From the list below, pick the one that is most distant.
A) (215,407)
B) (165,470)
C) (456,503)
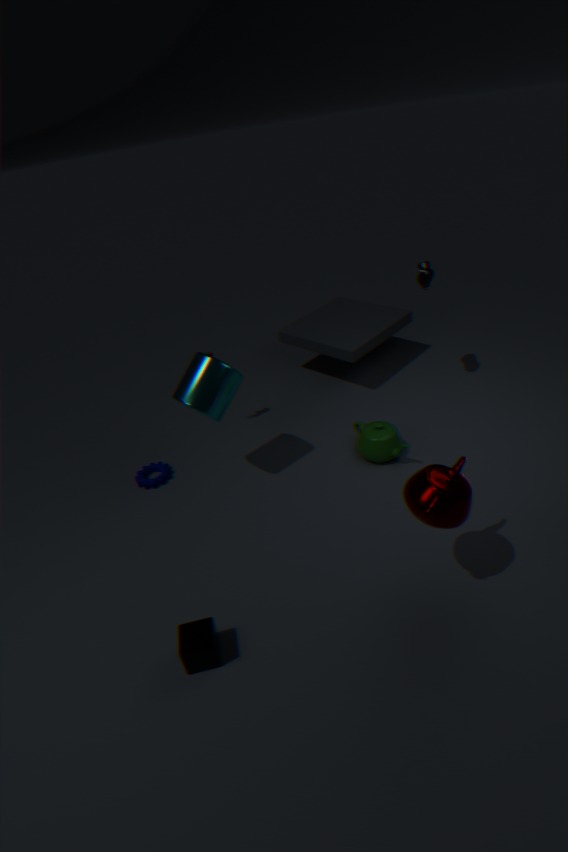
(165,470)
